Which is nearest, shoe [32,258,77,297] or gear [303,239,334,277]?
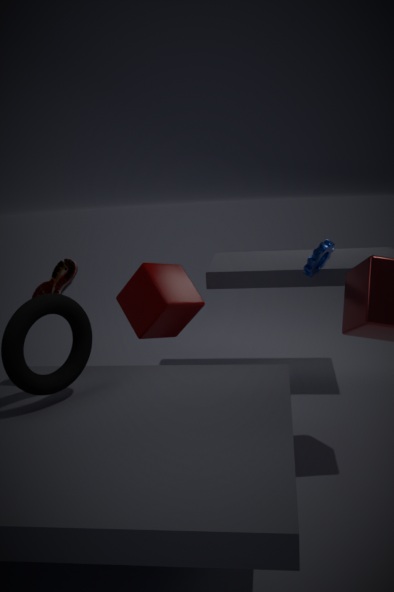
shoe [32,258,77,297]
